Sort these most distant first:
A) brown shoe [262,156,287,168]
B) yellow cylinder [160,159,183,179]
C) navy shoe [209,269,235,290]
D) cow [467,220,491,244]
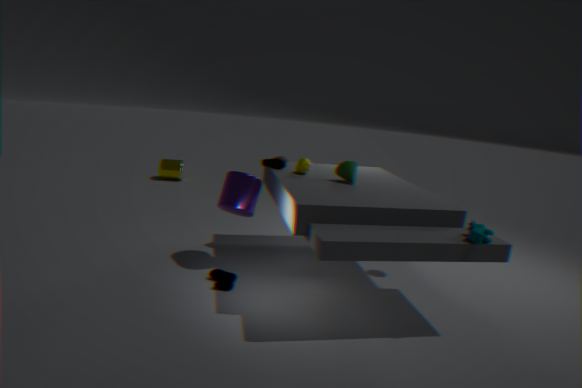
yellow cylinder [160,159,183,179], brown shoe [262,156,287,168], navy shoe [209,269,235,290], cow [467,220,491,244]
